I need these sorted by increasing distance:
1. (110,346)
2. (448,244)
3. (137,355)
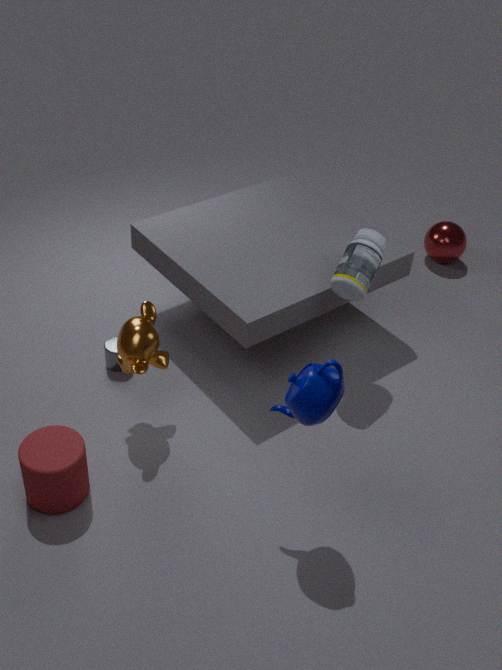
1. (137,355)
2. (110,346)
3. (448,244)
